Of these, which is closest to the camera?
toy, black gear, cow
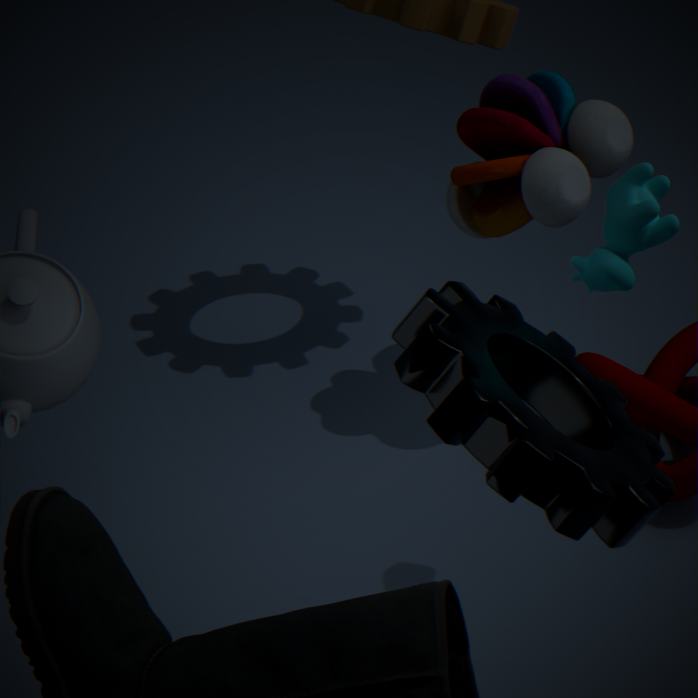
black gear
